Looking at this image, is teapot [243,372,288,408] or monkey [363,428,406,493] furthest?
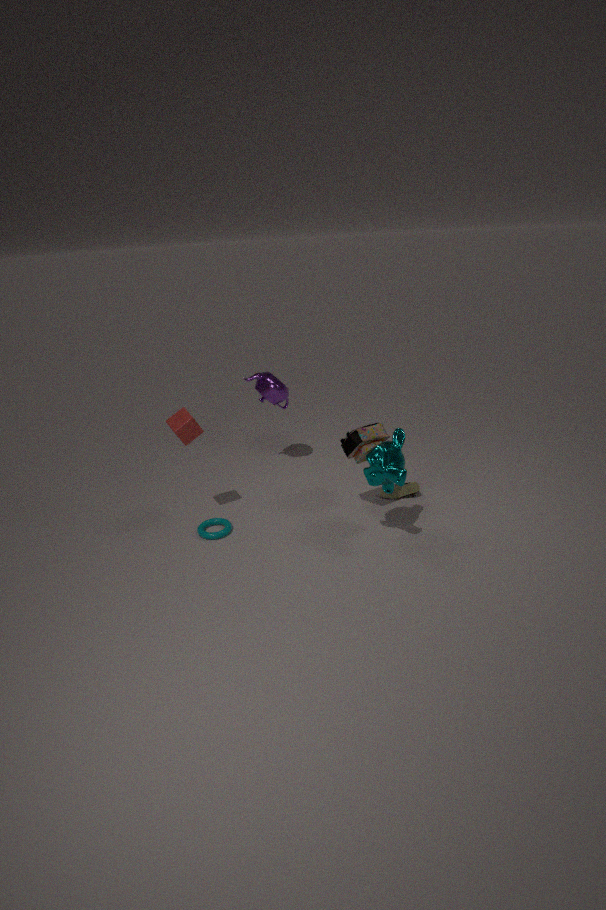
teapot [243,372,288,408]
